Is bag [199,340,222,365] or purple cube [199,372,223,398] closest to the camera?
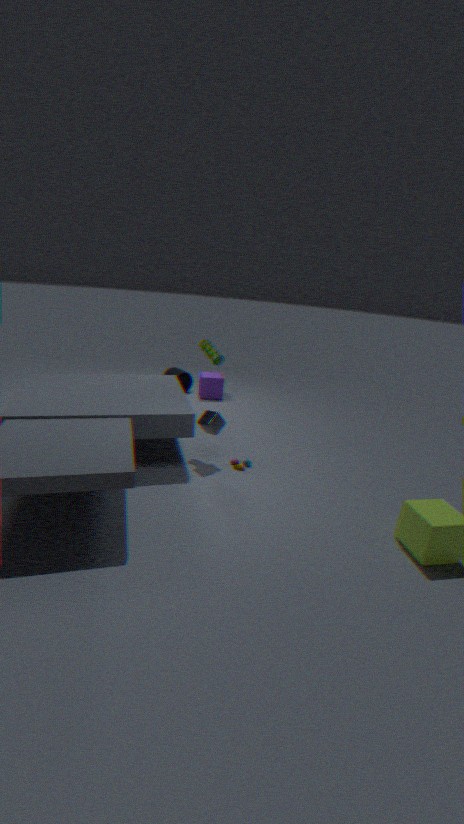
bag [199,340,222,365]
